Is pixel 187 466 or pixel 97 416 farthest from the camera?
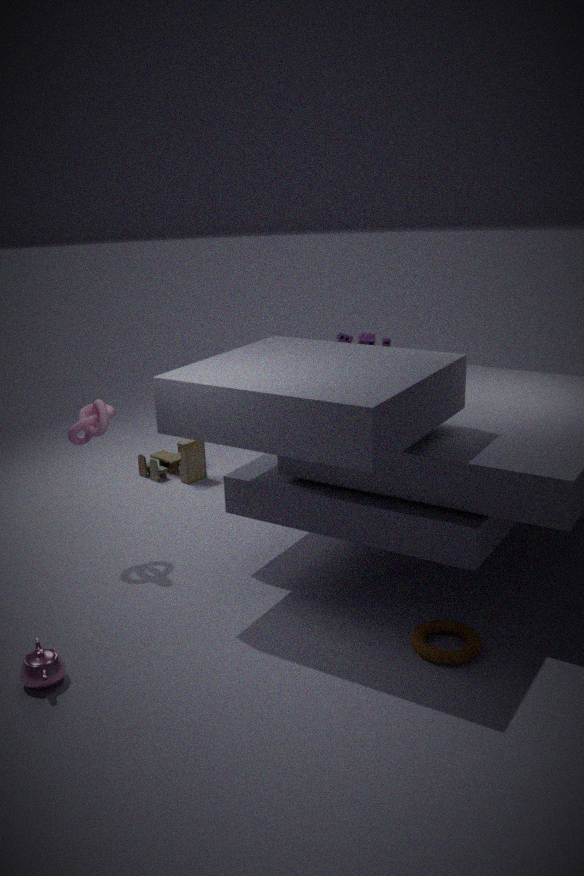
pixel 187 466
